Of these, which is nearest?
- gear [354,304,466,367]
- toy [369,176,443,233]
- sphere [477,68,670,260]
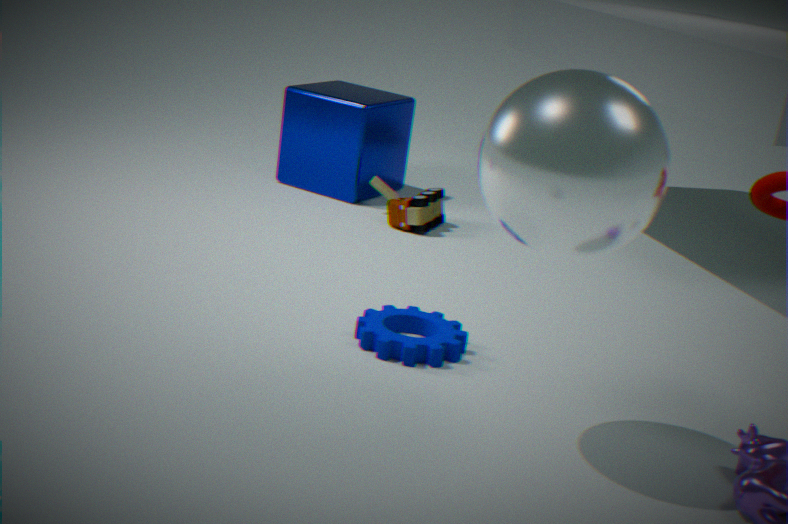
sphere [477,68,670,260]
